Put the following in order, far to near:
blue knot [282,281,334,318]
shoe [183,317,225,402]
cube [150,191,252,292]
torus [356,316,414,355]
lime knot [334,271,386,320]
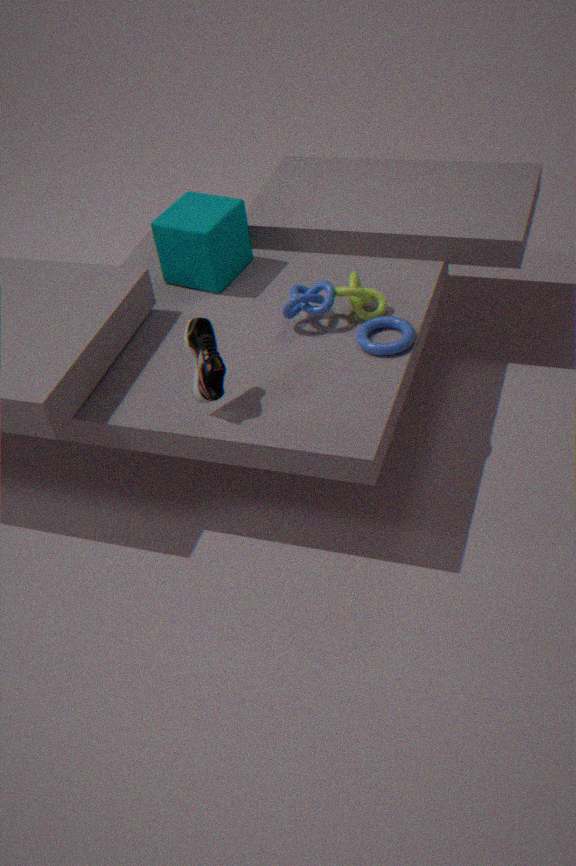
1. cube [150,191,252,292]
2. blue knot [282,281,334,318]
3. lime knot [334,271,386,320]
4. torus [356,316,414,355]
5. shoe [183,317,225,402]
